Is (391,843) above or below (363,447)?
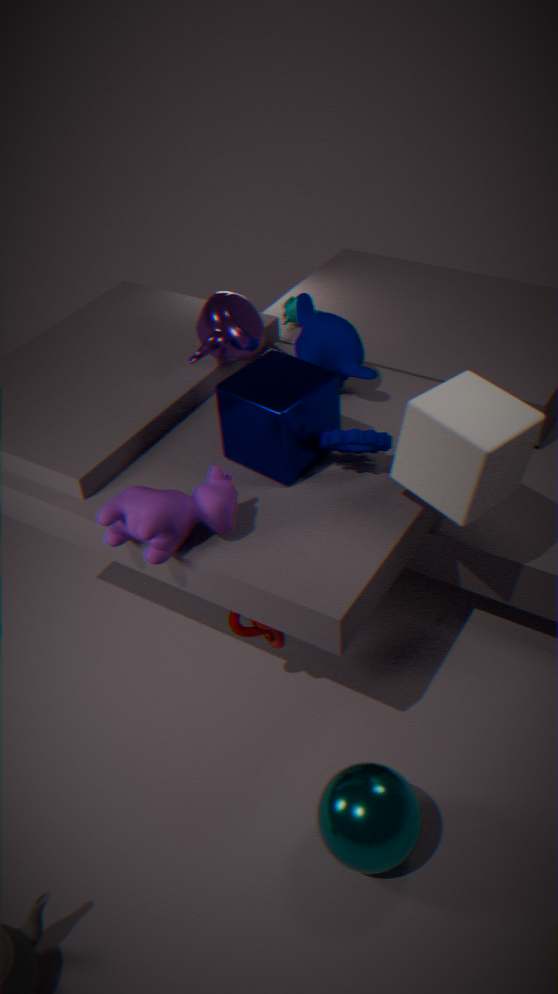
below
